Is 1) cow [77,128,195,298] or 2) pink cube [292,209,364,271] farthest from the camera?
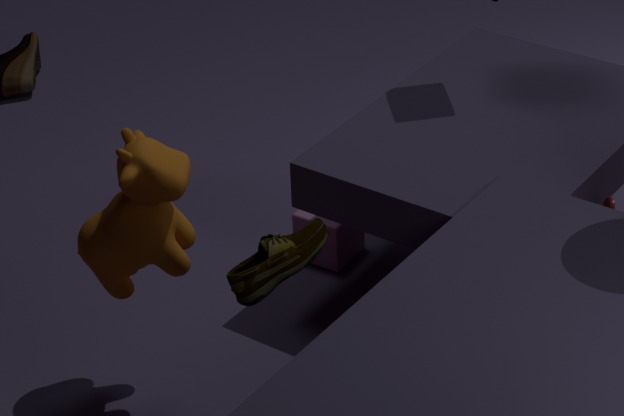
2. pink cube [292,209,364,271]
